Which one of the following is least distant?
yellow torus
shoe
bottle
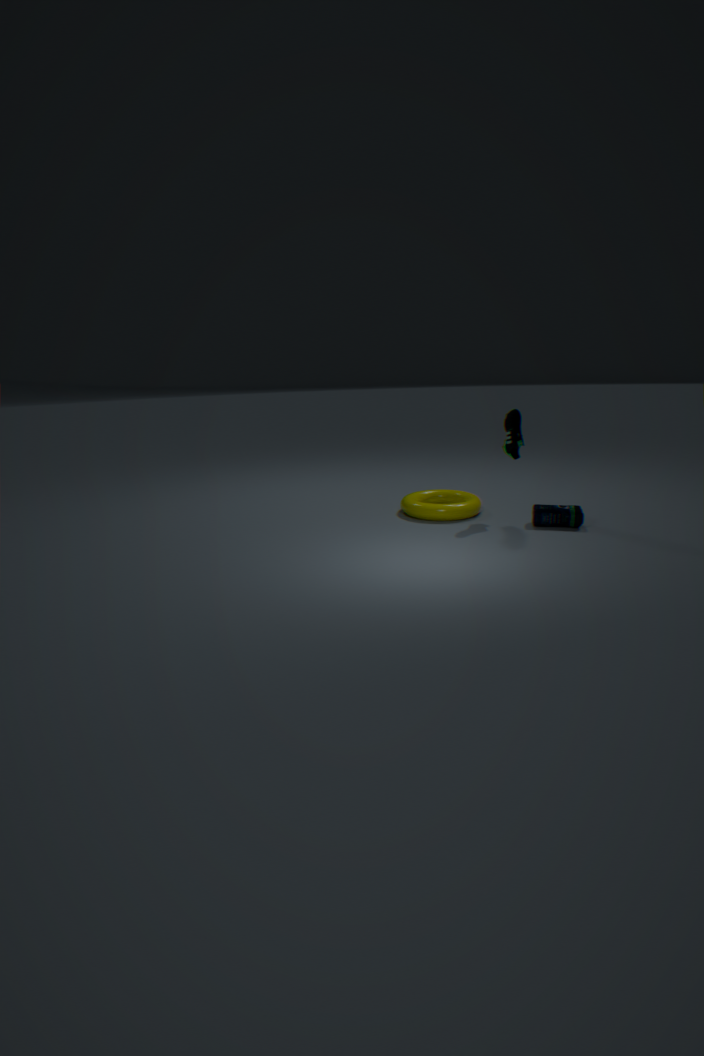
bottle
